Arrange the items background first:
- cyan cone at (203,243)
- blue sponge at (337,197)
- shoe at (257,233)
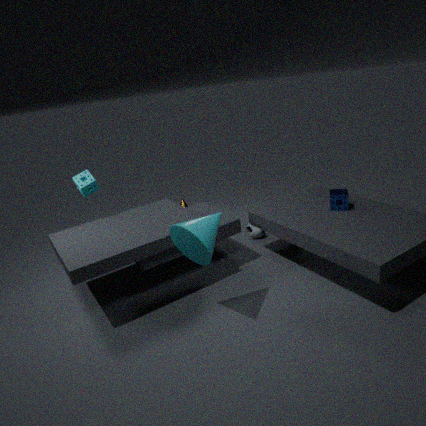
shoe at (257,233)
blue sponge at (337,197)
cyan cone at (203,243)
